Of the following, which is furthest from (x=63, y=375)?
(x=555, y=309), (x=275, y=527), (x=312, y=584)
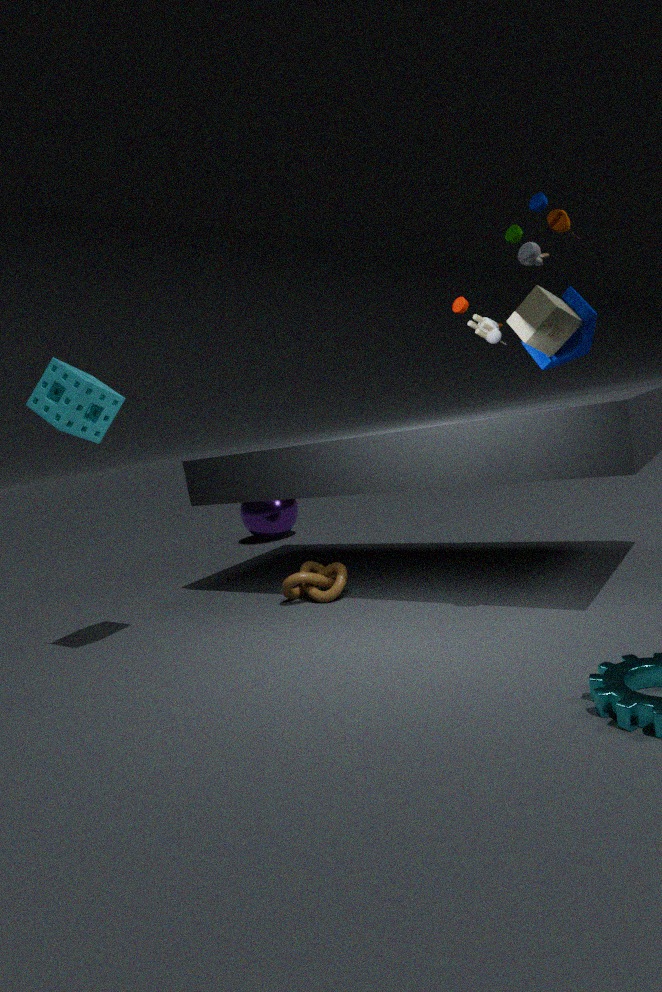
(x=275, y=527)
